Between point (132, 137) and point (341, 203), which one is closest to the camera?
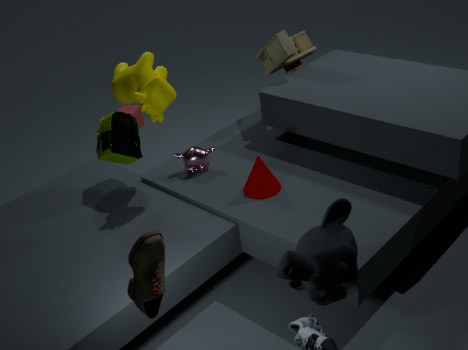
point (341, 203)
